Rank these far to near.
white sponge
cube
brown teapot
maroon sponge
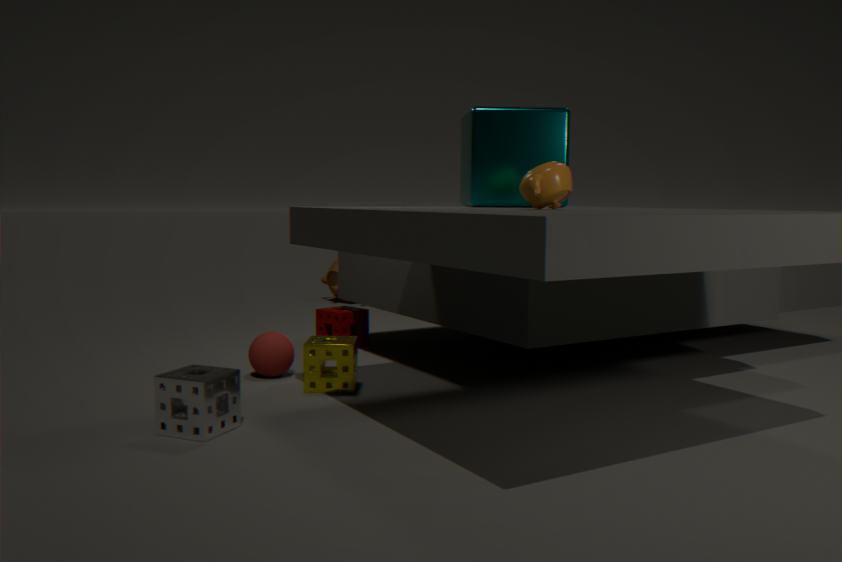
brown teapot, maroon sponge, cube, white sponge
